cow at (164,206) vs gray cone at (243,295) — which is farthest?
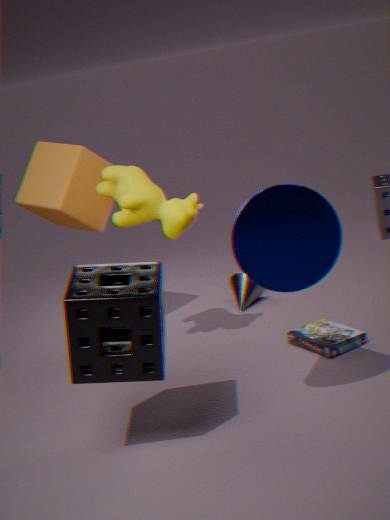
gray cone at (243,295)
